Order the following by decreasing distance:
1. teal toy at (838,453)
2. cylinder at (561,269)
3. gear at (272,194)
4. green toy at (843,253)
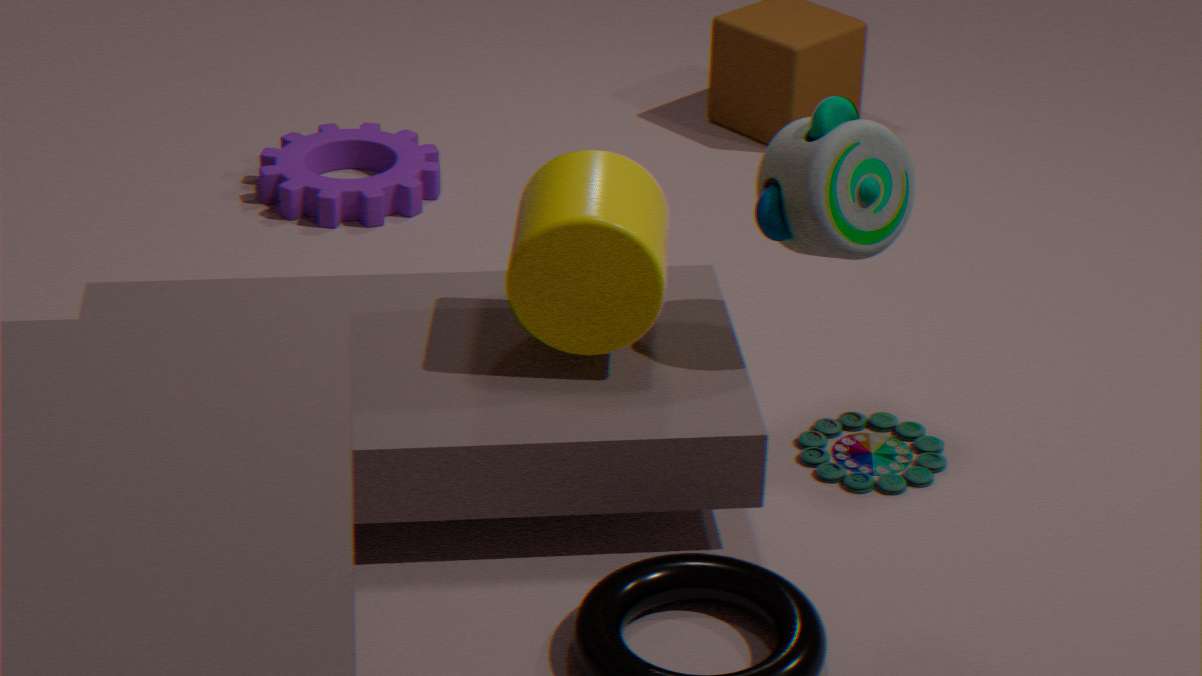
1. gear at (272,194)
2. teal toy at (838,453)
3. green toy at (843,253)
4. cylinder at (561,269)
